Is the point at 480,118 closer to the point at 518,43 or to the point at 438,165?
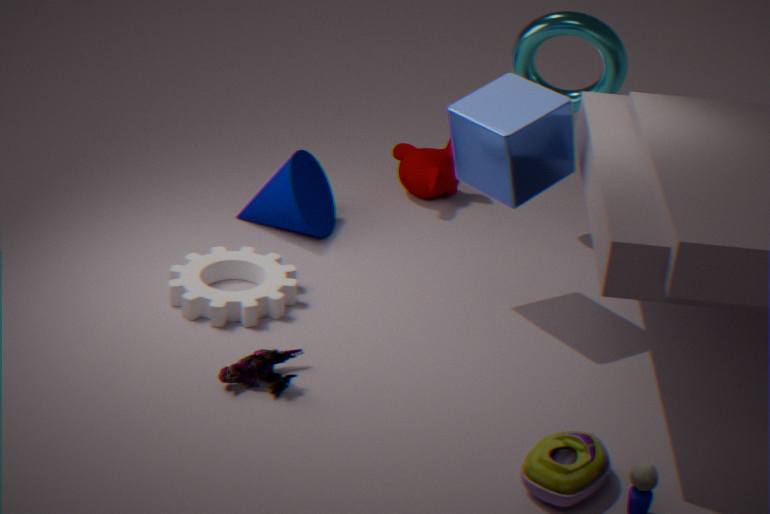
the point at 518,43
